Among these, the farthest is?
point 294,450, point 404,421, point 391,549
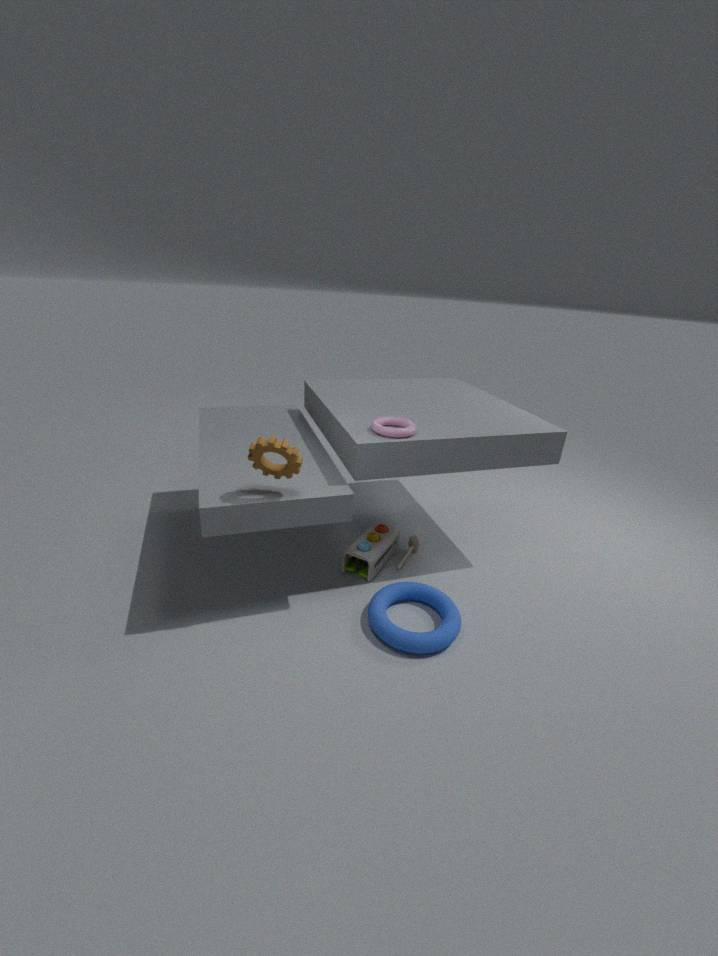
point 391,549
